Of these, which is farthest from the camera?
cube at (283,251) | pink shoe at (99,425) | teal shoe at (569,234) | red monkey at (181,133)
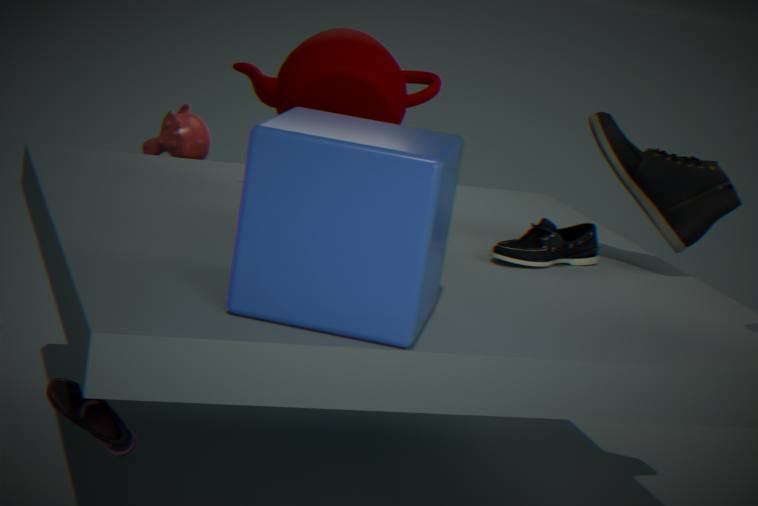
red monkey at (181,133)
